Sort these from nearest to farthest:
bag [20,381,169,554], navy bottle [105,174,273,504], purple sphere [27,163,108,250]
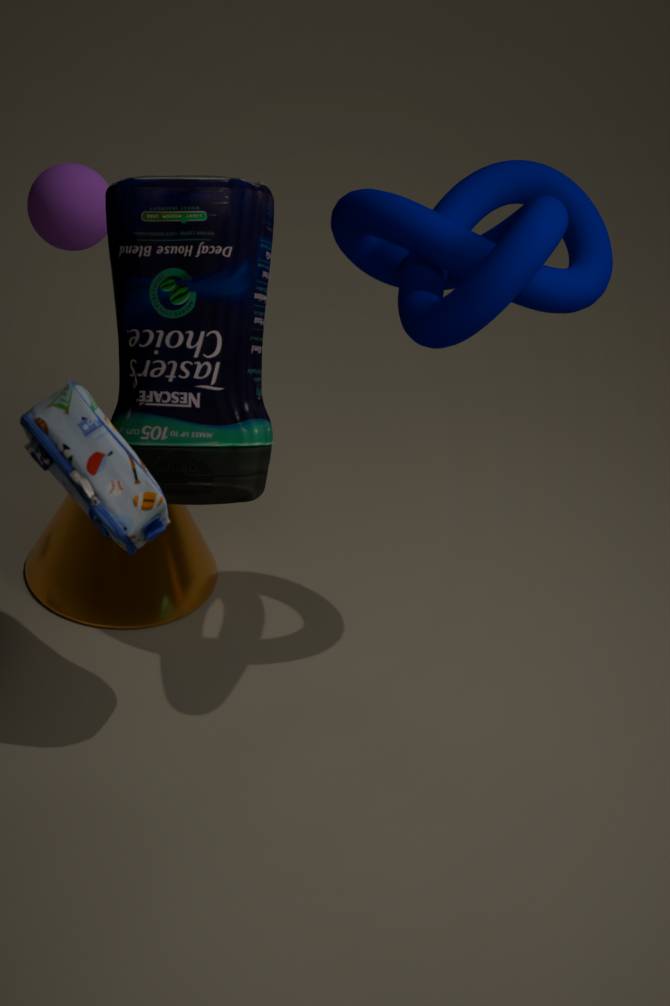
bag [20,381,169,554] → navy bottle [105,174,273,504] → purple sphere [27,163,108,250]
